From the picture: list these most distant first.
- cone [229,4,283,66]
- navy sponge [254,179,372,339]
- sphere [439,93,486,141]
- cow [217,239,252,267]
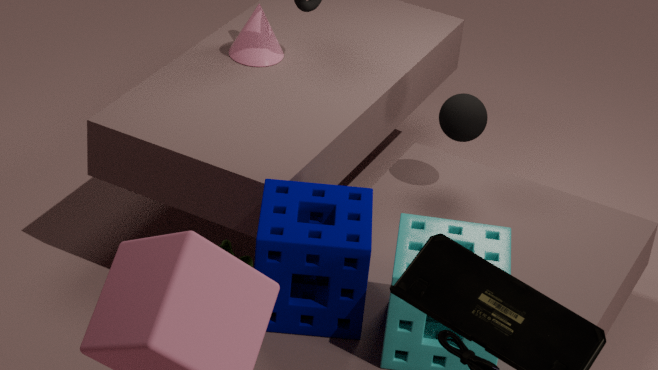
cone [229,4,283,66] < cow [217,239,252,267] < sphere [439,93,486,141] < navy sponge [254,179,372,339]
